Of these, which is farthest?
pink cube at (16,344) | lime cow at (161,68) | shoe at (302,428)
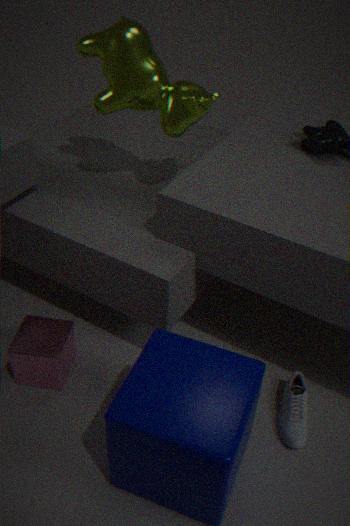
lime cow at (161,68)
